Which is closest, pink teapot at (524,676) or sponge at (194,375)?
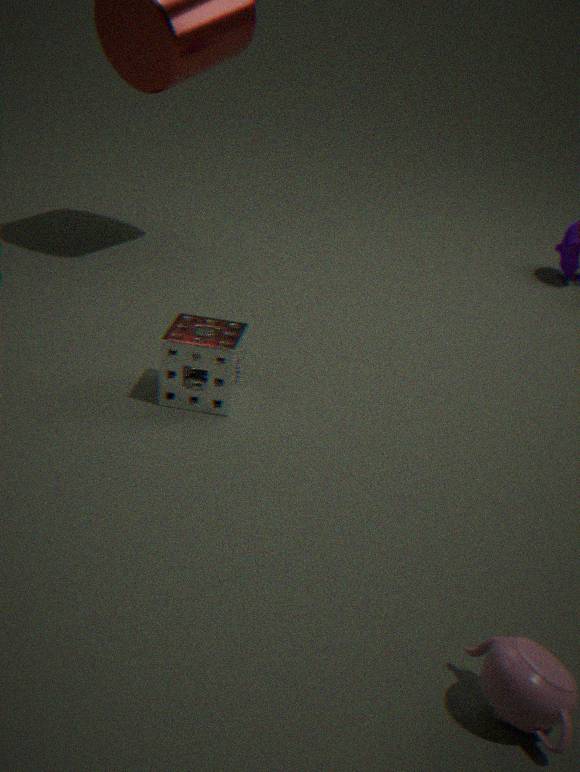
pink teapot at (524,676)
